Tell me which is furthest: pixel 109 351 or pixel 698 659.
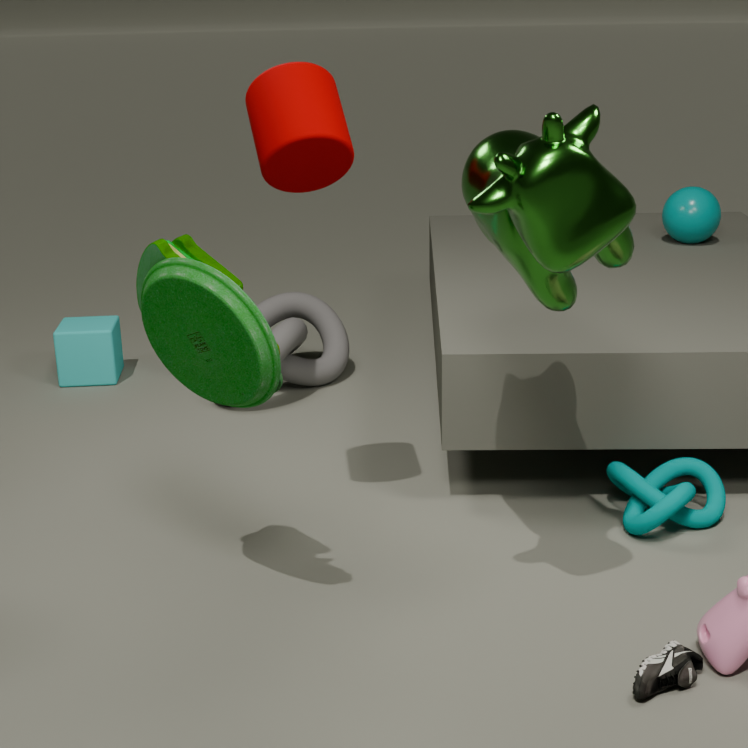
pixel 109 351
